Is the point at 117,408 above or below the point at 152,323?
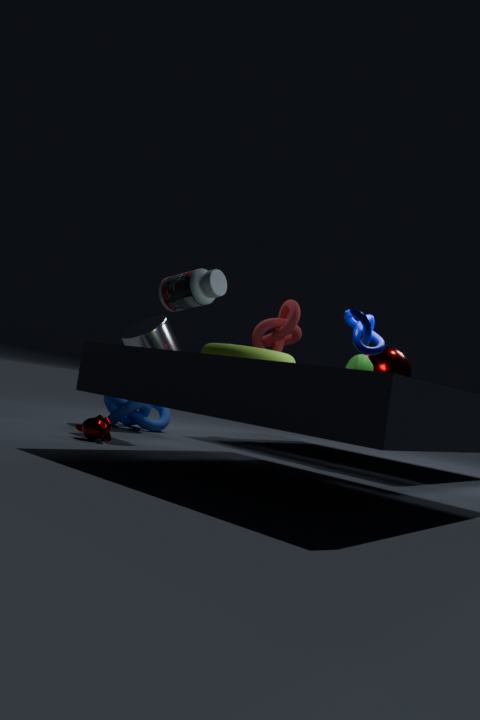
below
